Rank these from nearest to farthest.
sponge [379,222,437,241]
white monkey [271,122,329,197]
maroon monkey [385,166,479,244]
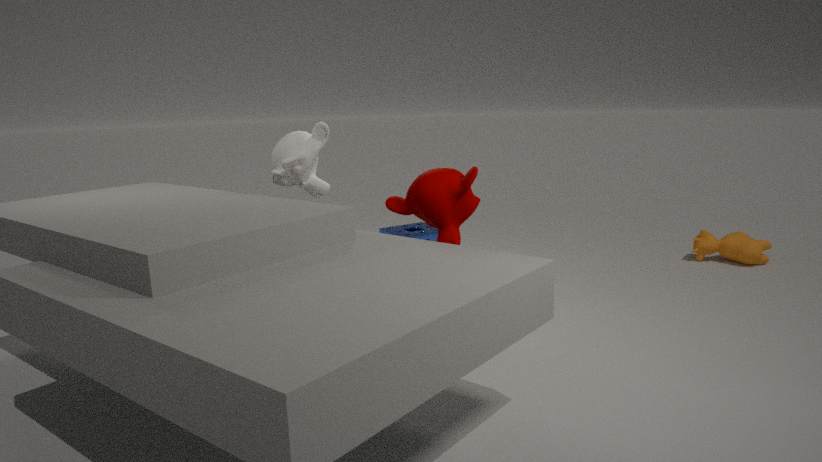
maroon monkey [385,166,479,244] → white monkey [271,122,329,197] → sponge [379,222,437,241]
